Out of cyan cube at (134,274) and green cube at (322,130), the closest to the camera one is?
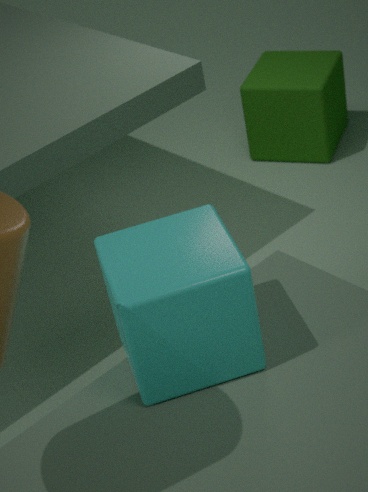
cyan cube at (134,274)
